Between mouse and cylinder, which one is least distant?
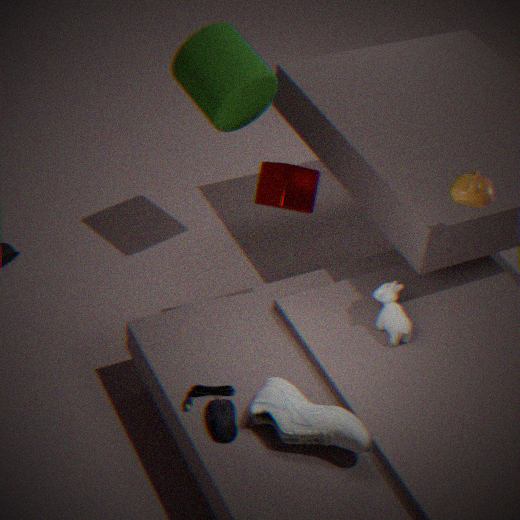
mouse
